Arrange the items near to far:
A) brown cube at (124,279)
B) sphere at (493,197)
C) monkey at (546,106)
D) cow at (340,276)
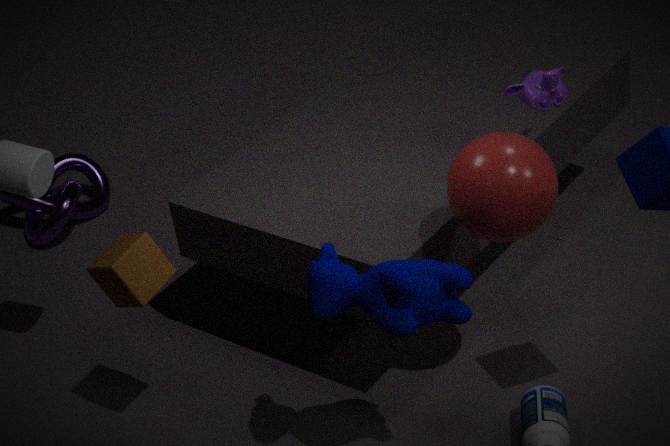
cow at (340,276)
sphere at (493,197)
brown cube at (124,279)
monkey at (546,106)
